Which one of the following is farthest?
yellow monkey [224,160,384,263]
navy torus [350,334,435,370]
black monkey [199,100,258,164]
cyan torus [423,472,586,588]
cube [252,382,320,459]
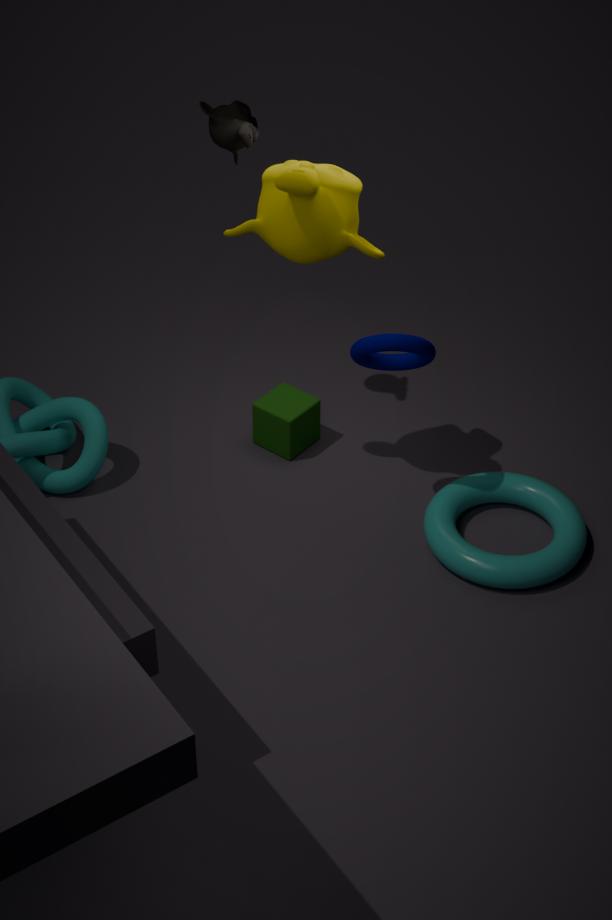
cube [252,382,320,459]
